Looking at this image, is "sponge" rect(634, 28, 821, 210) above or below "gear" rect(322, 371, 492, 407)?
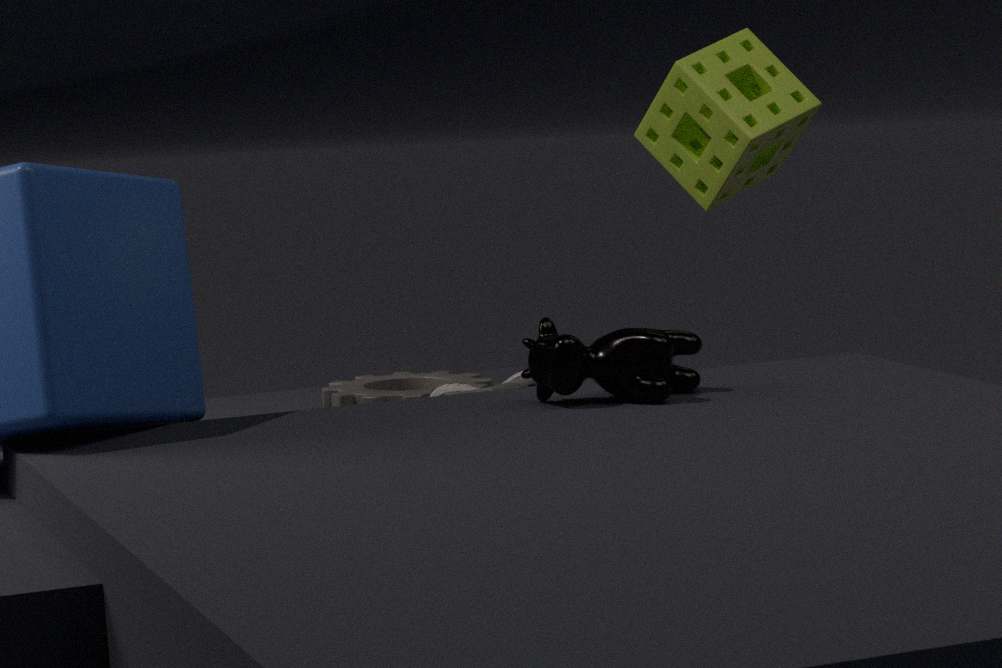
above
